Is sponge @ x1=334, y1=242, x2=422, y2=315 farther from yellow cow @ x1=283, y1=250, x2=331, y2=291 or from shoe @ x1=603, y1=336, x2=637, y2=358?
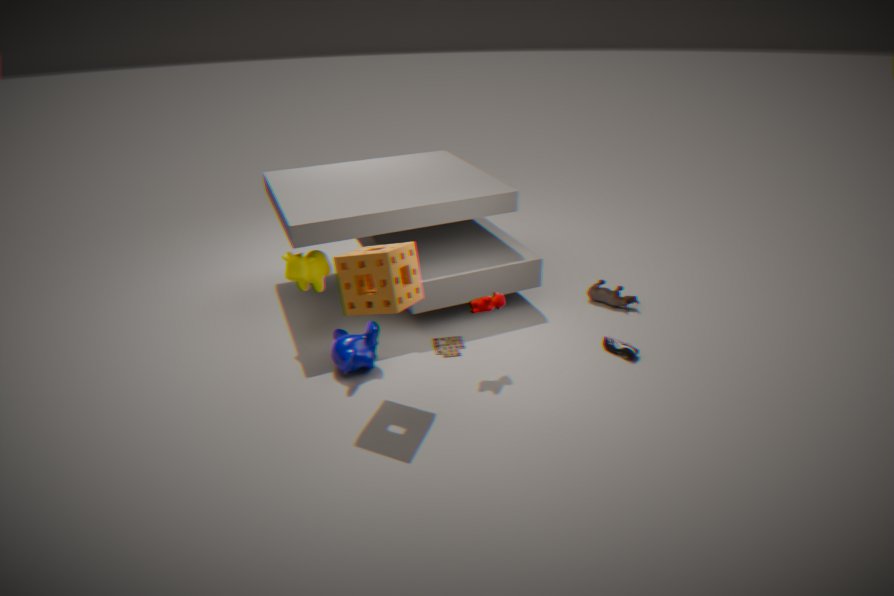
shoe @ x1=603, y1=336, x2=637, y2=358
